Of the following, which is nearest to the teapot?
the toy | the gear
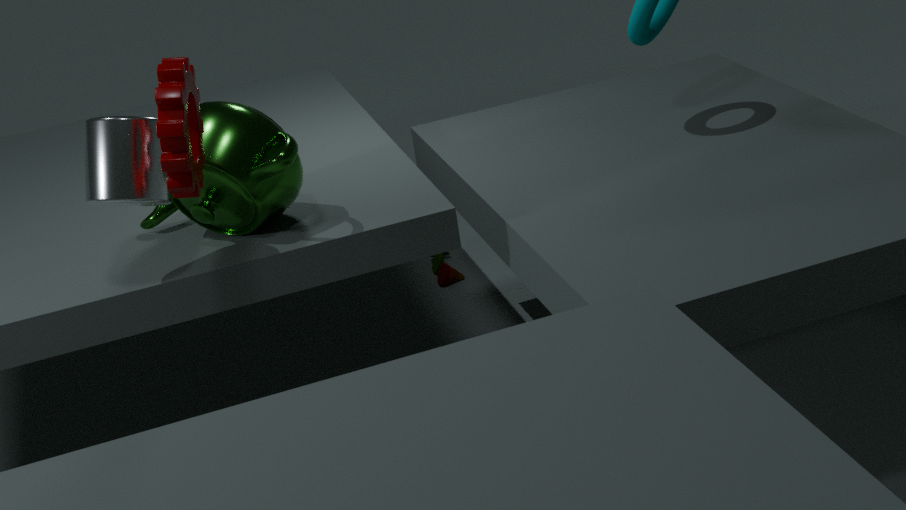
the gear
